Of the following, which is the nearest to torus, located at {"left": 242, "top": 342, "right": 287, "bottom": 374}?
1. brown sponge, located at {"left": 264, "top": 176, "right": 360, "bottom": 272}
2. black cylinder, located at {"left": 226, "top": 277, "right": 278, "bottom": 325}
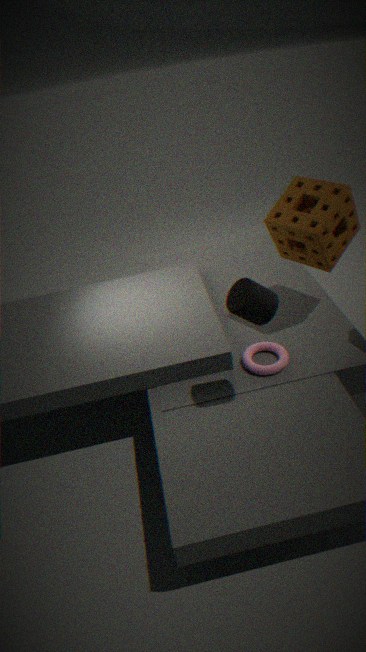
black cylinder, located at {"left": 226, "top": 277, "right": 278, "bottom": 325}
